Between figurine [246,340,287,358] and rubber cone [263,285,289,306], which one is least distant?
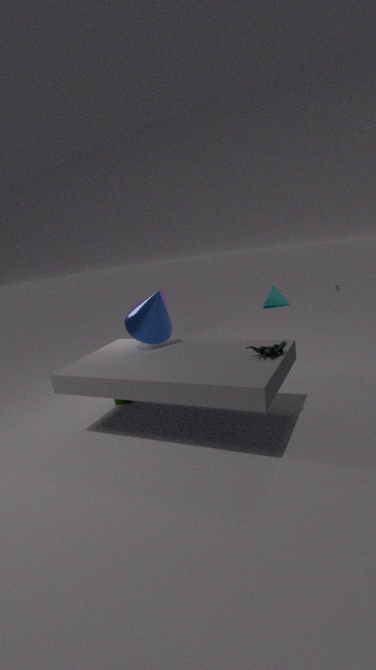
figurine [246,340,287,358]
